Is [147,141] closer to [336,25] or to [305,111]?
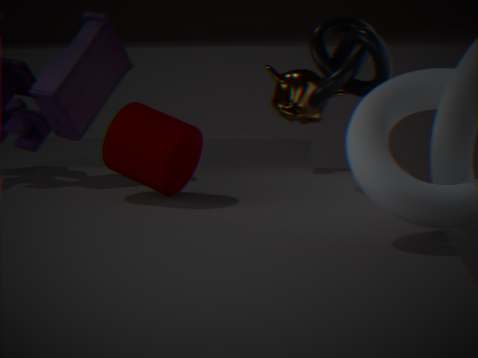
[336,25]
